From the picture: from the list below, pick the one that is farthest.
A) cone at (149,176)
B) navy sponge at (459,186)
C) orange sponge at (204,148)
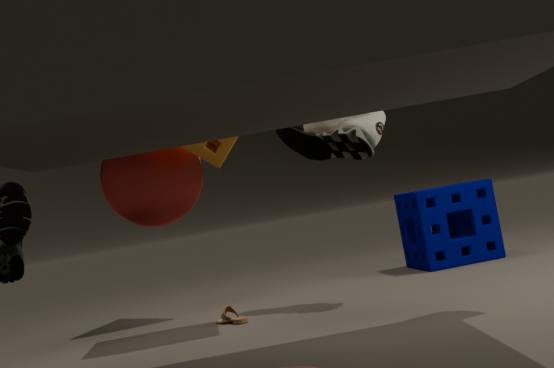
B. navy sponge at (459,186)
